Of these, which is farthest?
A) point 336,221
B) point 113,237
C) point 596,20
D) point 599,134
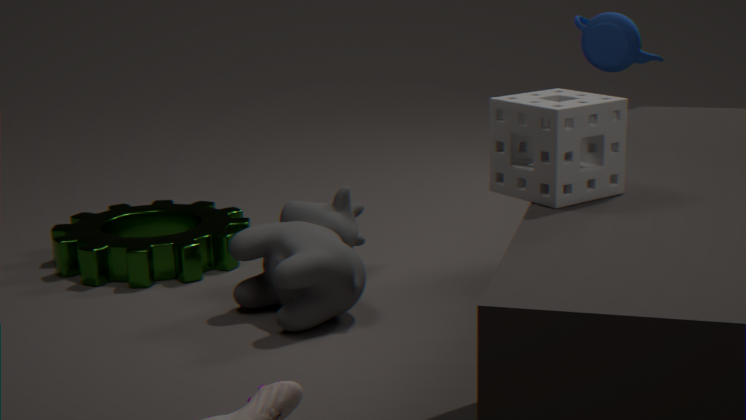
point 596,20
